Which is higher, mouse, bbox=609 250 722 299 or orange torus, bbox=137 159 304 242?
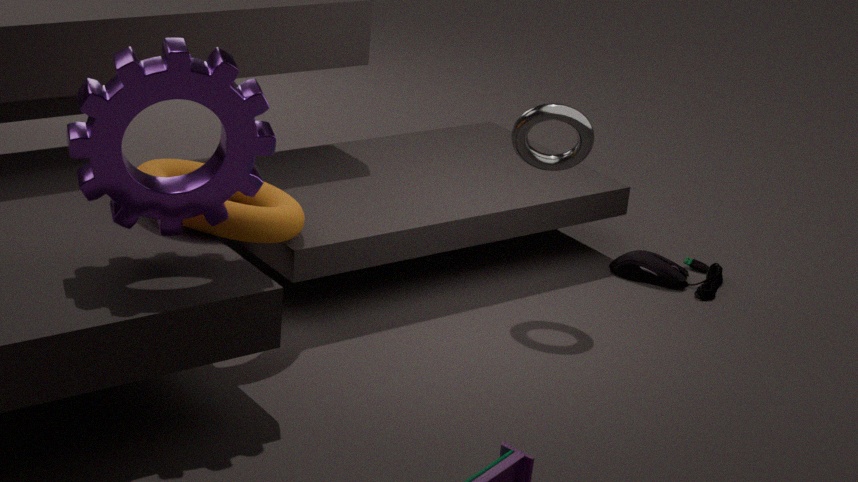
orange torus, bbox=137 159 304 242
